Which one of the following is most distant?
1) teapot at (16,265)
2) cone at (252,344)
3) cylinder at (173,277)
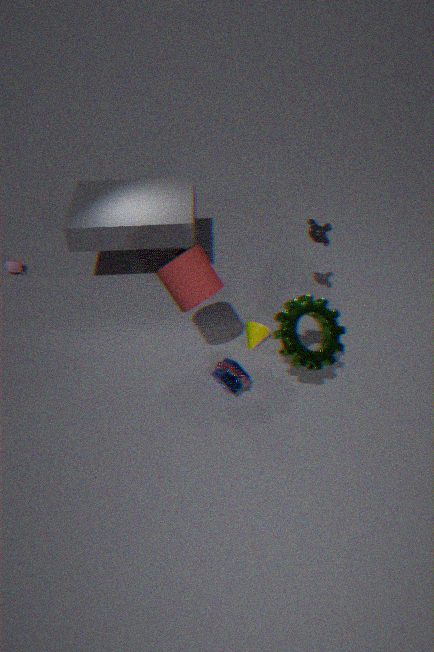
1. teapot at (16,265)
